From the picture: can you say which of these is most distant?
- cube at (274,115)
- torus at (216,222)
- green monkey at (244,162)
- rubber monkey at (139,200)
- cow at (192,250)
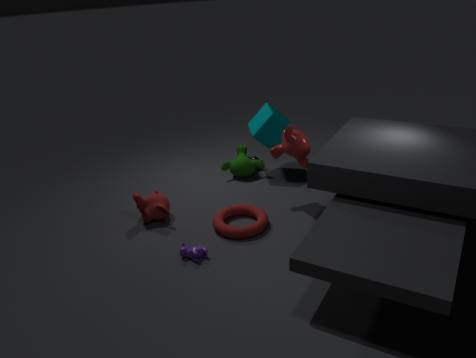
green monkey at (244,162)
